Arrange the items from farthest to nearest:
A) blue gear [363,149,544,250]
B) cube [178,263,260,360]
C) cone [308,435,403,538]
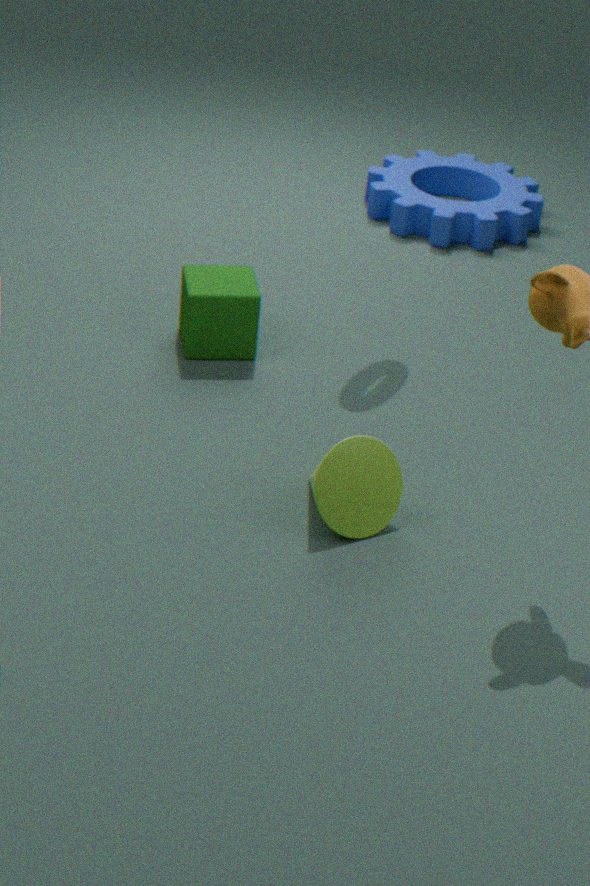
1. blue gear [363,149,544,250]
2. cube [178,263,260,360]
3. cone [308,435,403,538]
